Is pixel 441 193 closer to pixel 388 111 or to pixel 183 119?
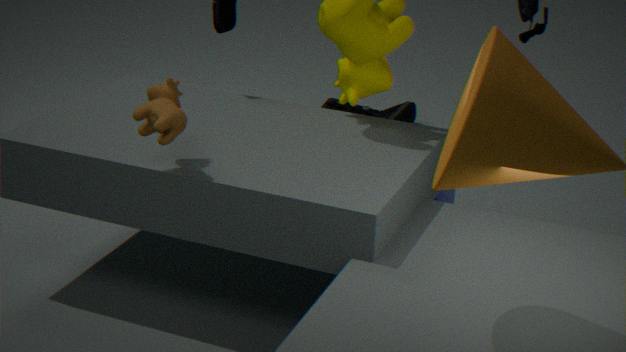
pixel 183 119
